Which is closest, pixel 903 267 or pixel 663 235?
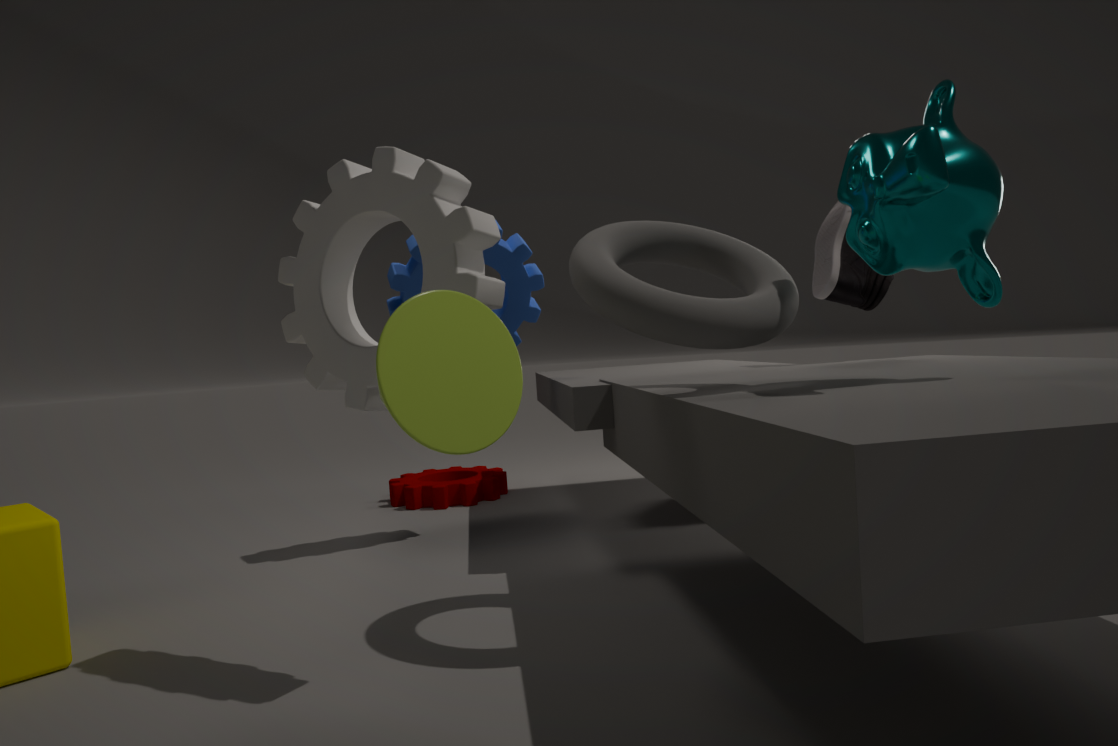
pixel 903 267
